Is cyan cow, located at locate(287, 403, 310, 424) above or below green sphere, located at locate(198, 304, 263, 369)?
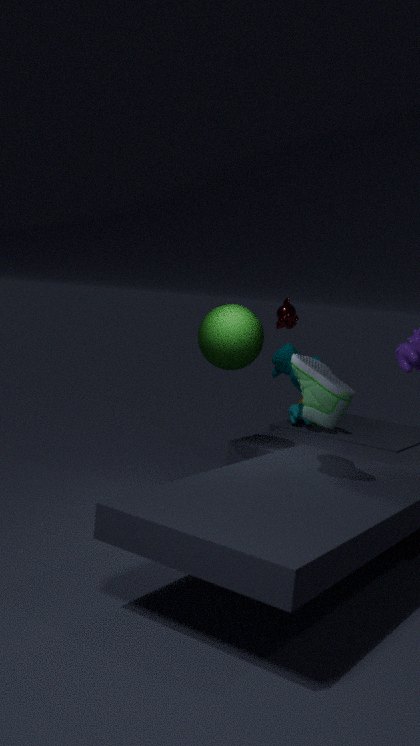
below
